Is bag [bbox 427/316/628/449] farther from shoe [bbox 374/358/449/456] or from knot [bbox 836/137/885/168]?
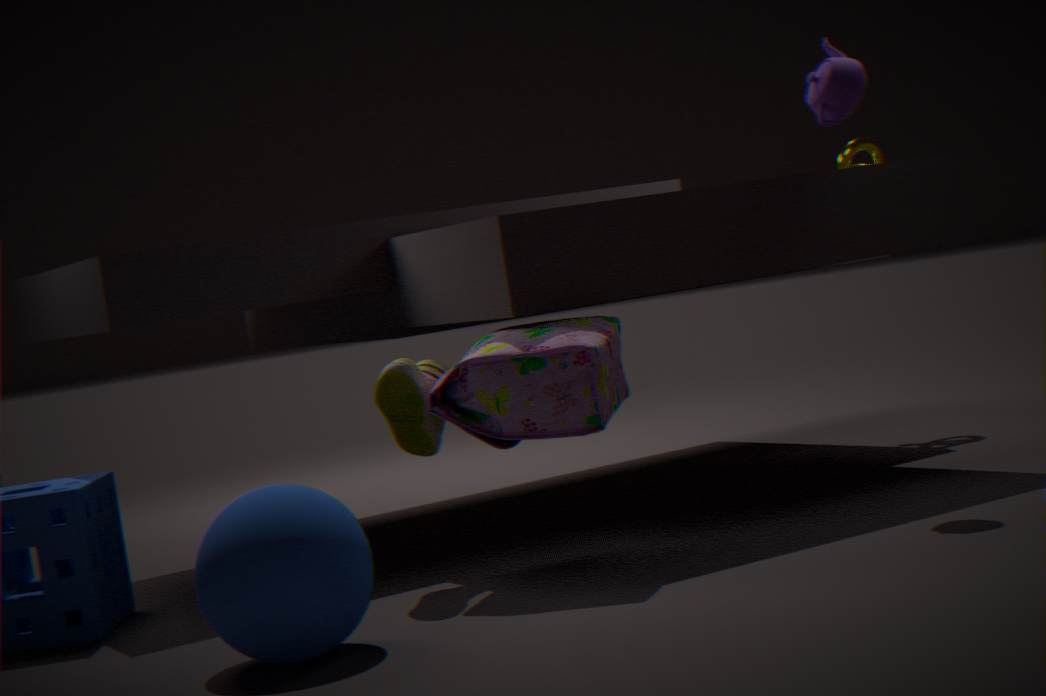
knot [bbox 836/137/885/168]
